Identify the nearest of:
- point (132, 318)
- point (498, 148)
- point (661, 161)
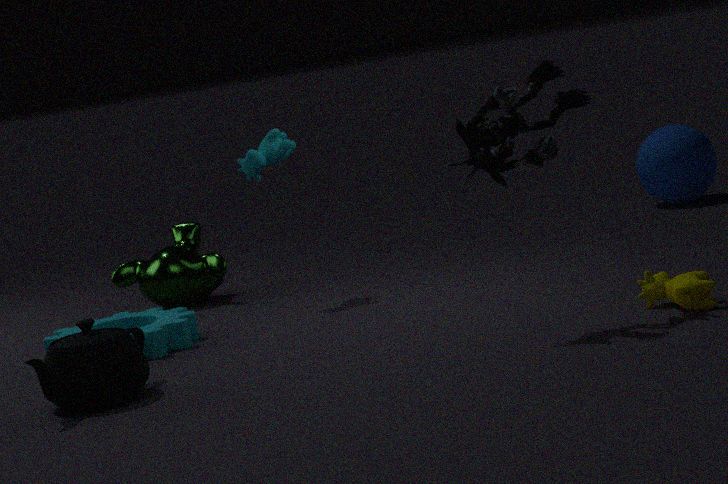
point (498, 148)
